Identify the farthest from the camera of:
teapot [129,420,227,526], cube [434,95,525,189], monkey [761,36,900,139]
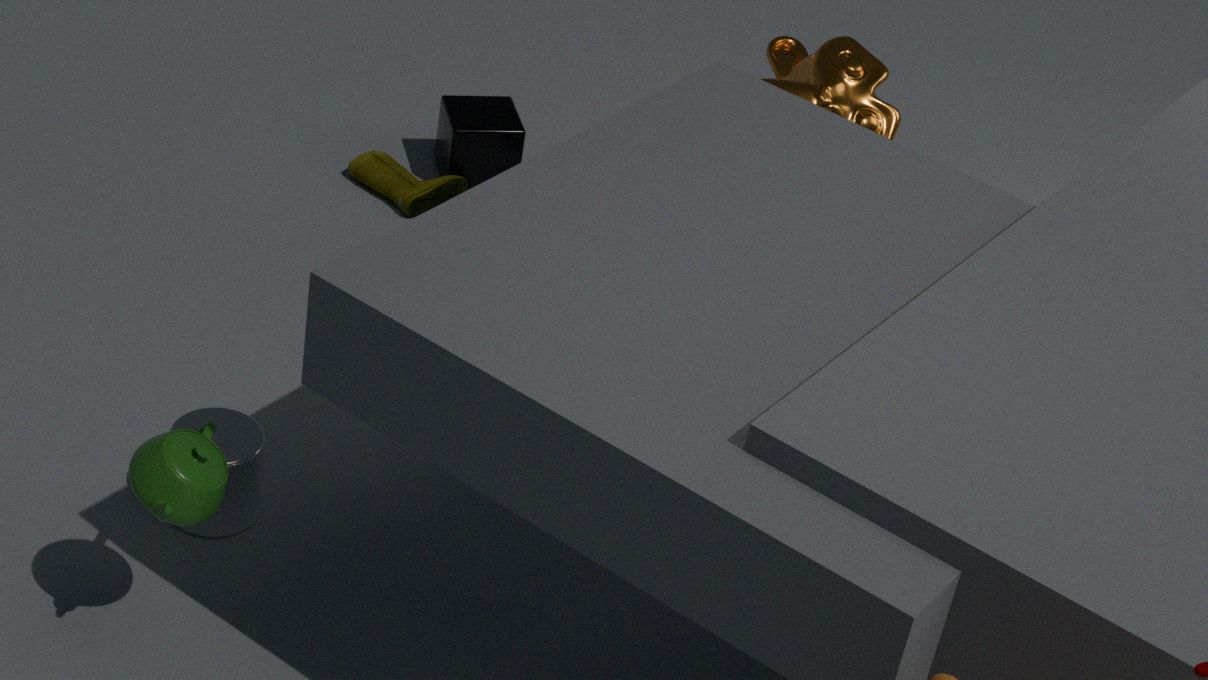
cube [434,95,525,189]
